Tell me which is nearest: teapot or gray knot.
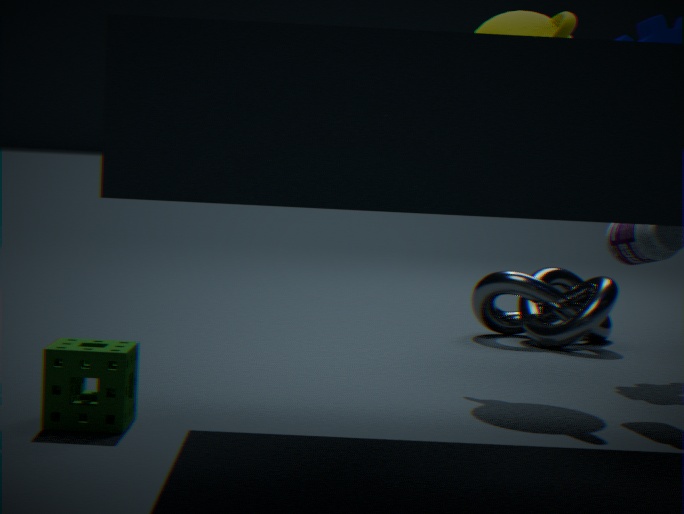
teapot
